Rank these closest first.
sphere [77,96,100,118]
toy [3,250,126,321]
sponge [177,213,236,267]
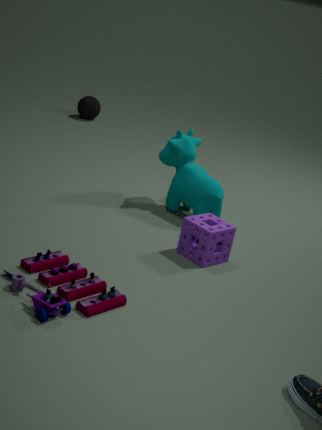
1. toy [3,250,126,321]
2. sponge [177,213,236,267]
3. sphere [77,96,100,118]
